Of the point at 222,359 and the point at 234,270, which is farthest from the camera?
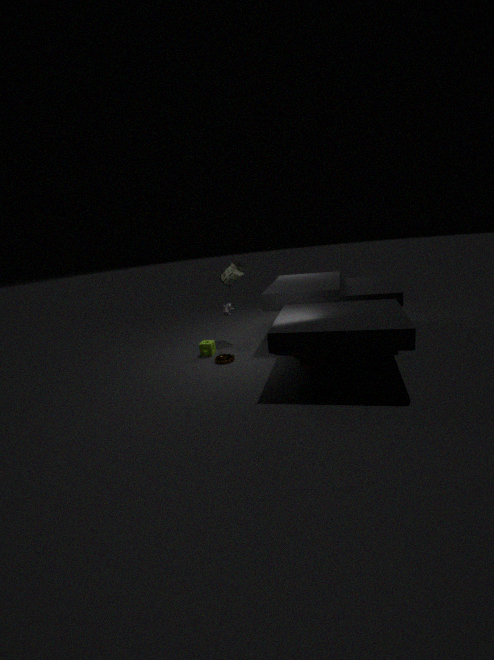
the point at 234,270
